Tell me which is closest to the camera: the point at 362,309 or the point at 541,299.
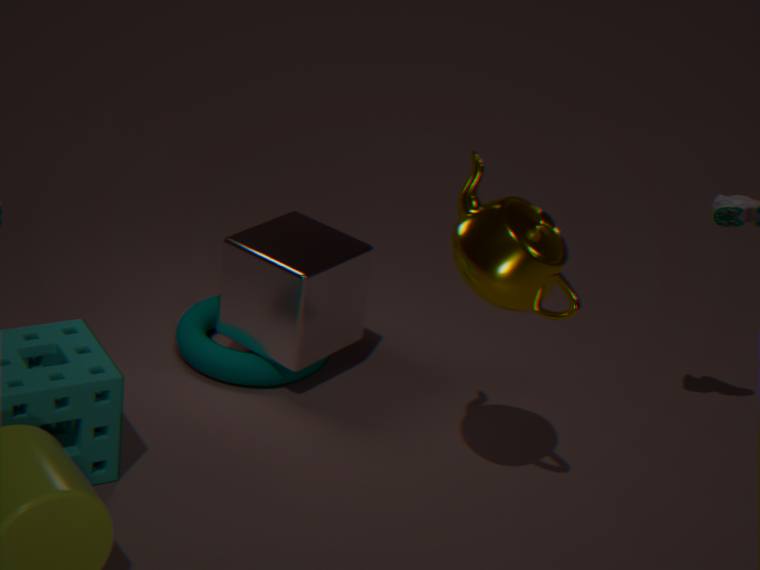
the point at 541,299
